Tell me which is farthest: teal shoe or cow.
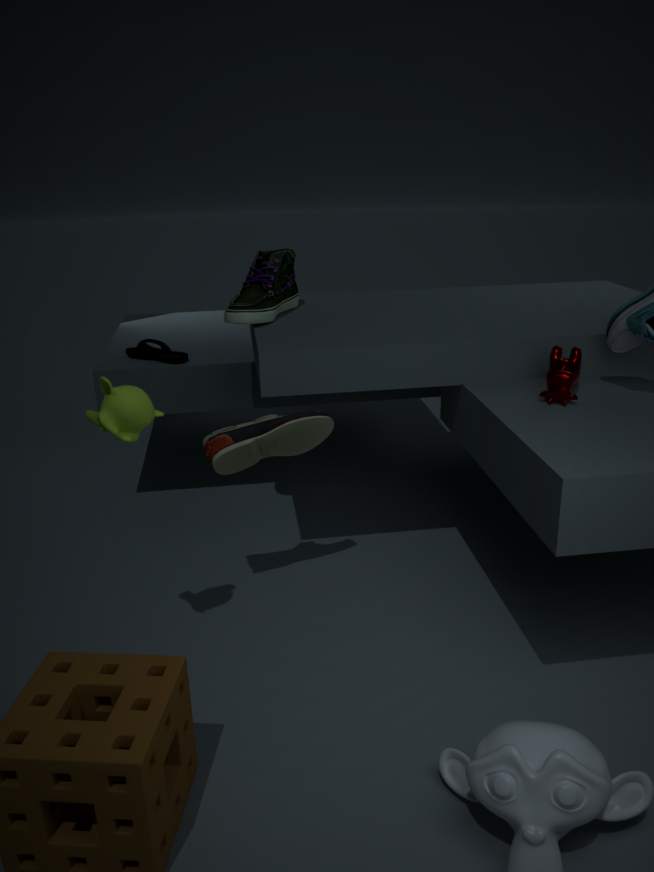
teal shoe
